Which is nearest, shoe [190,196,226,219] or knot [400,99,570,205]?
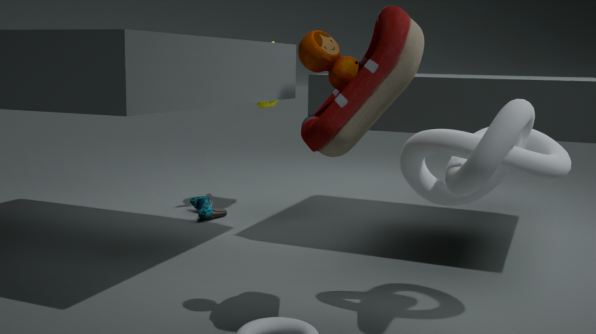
knot [400,99,570,205]
